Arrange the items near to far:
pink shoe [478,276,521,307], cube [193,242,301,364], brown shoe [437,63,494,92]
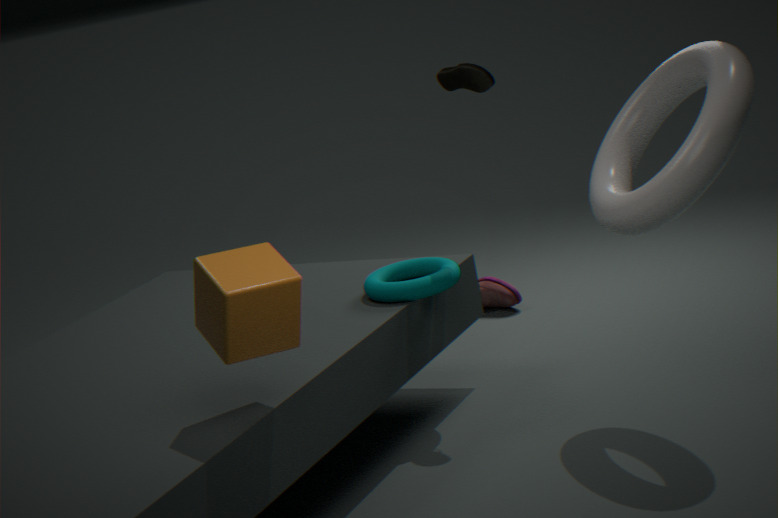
1. cube [193,242,301,364]
2. brown shoe [437,63,494,92]
3. pink shoe [478,276,521,307]
